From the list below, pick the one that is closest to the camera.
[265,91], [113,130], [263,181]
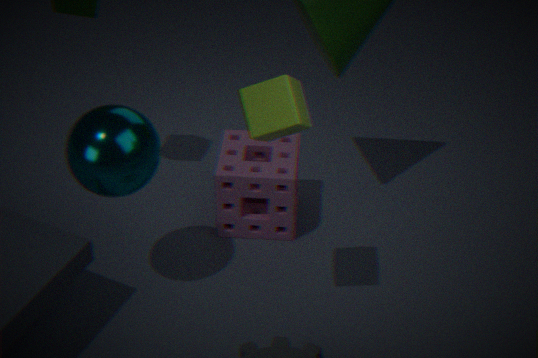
[265,91]
